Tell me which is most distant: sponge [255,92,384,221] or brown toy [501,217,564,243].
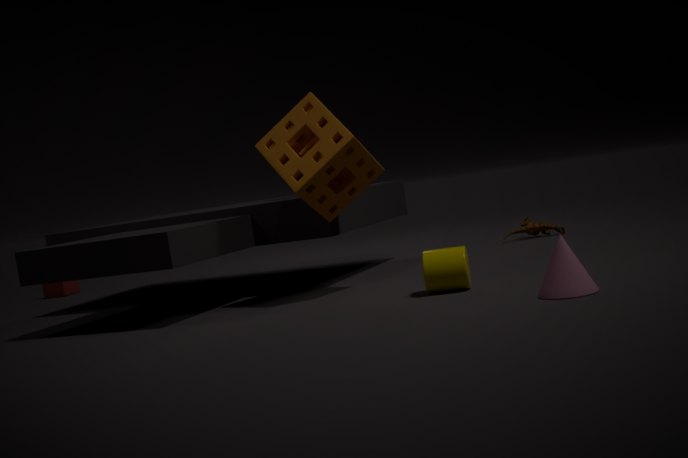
brown toy [501,217,564,243]
